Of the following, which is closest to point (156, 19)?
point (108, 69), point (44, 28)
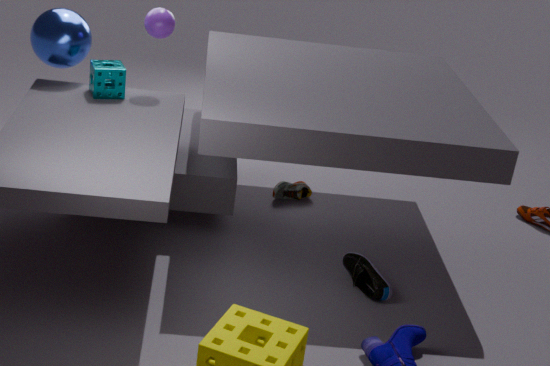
point (108, 69)
